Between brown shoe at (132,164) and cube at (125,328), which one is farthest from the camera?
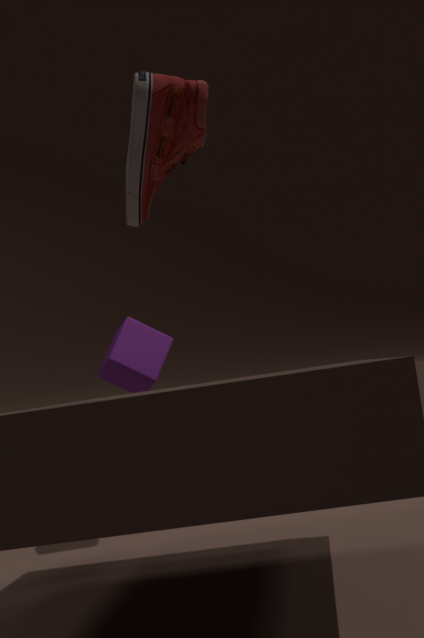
cube at (125,328)
